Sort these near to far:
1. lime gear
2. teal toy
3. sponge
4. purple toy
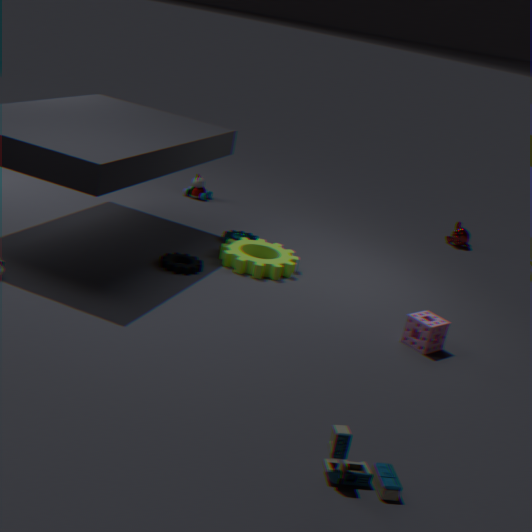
1. teal toy
2. sponge
3. lime gear
4. purple toy
